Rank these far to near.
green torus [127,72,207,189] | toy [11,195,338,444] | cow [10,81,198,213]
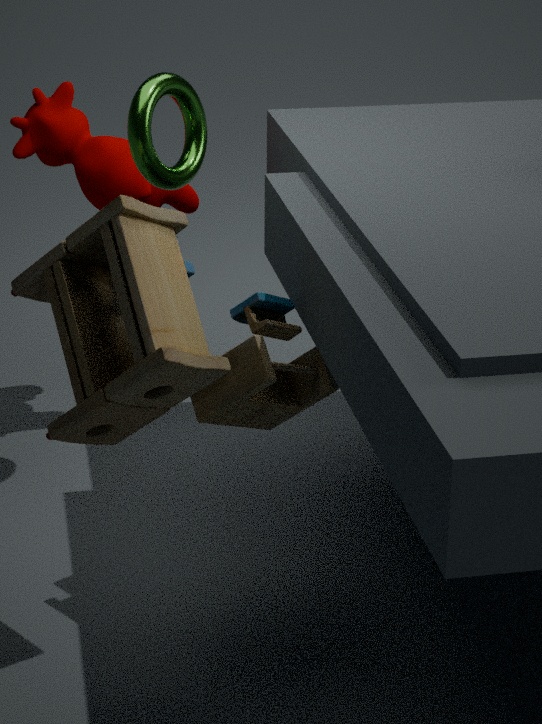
cow [10,81,198,213] < green torus [127,72,207,189] < toy [11,195,338,444]
